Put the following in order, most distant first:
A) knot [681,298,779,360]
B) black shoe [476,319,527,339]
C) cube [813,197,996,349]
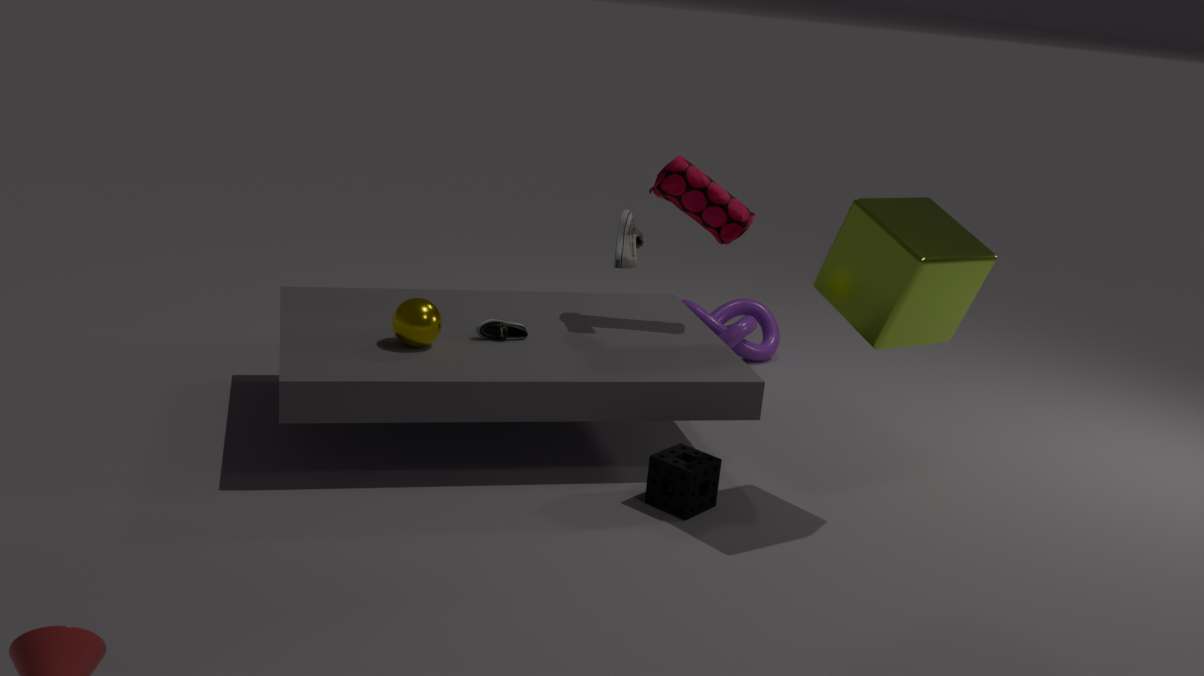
knot [681,298,779,360]
black shoe [476,319,527,339]
cube [813,197,996,349]
